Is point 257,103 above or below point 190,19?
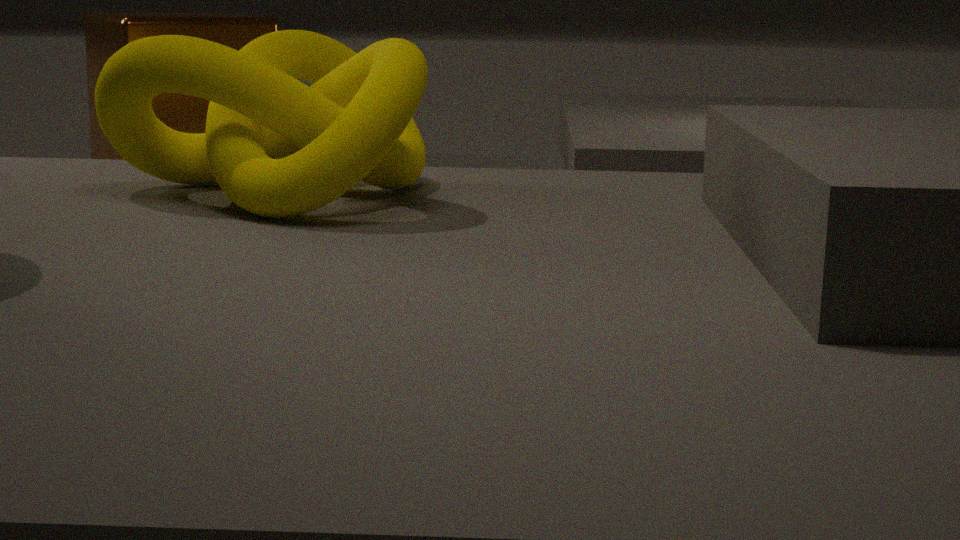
above
